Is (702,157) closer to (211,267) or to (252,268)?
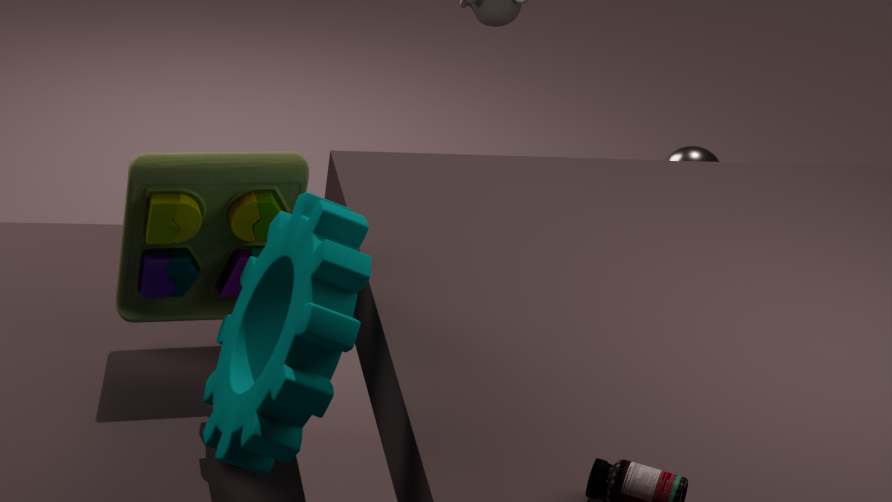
(211,267)
